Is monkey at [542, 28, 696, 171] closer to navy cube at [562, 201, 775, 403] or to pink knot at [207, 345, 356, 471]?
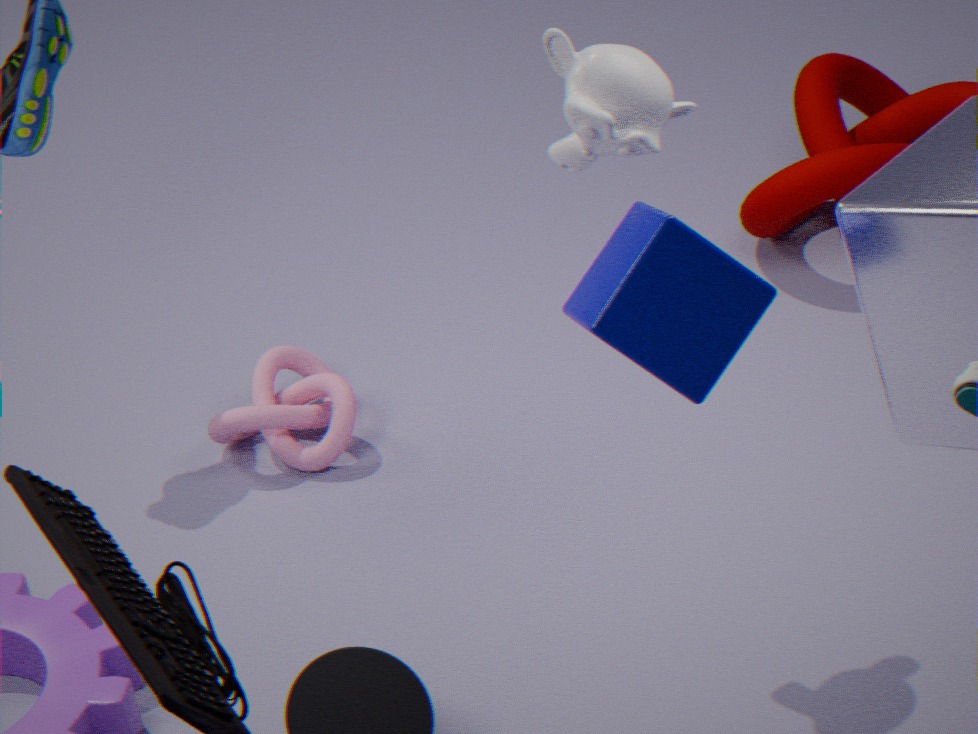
navy cube at [562, 201, 775, 403]
